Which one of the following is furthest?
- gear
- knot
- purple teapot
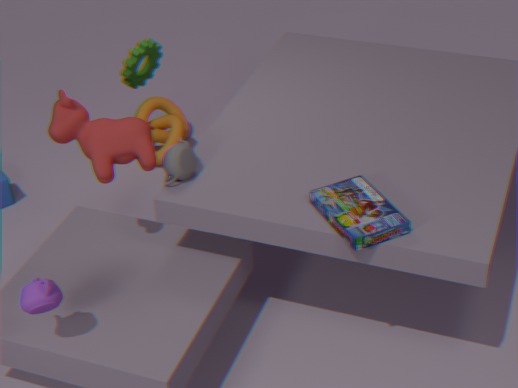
Answer: knot
